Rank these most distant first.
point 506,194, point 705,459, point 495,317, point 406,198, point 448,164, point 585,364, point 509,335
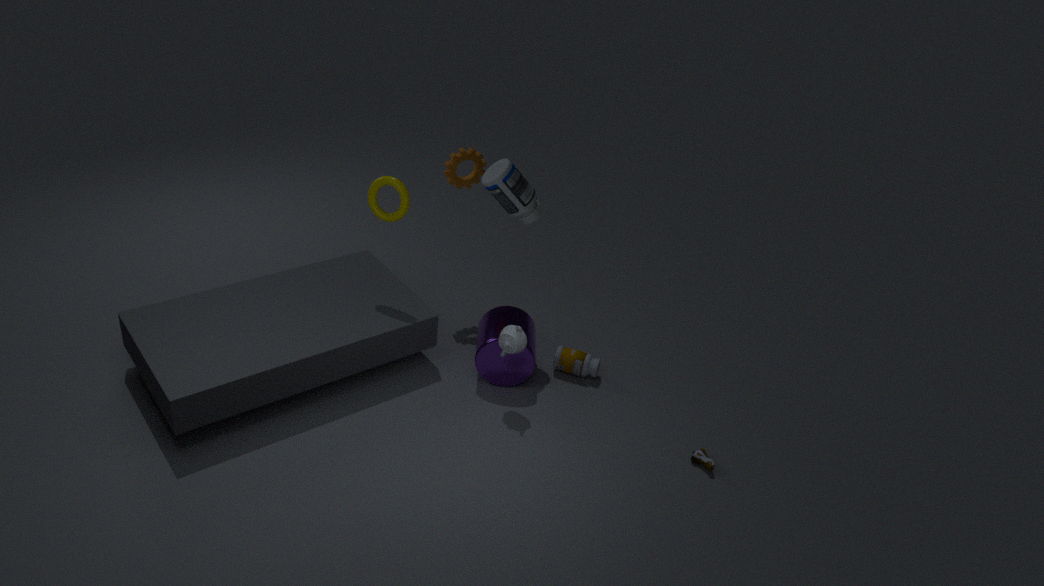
point 448,164
point 585,364
point 495,317
point 506,194
point 406,198
point 509,335
point 705,459
